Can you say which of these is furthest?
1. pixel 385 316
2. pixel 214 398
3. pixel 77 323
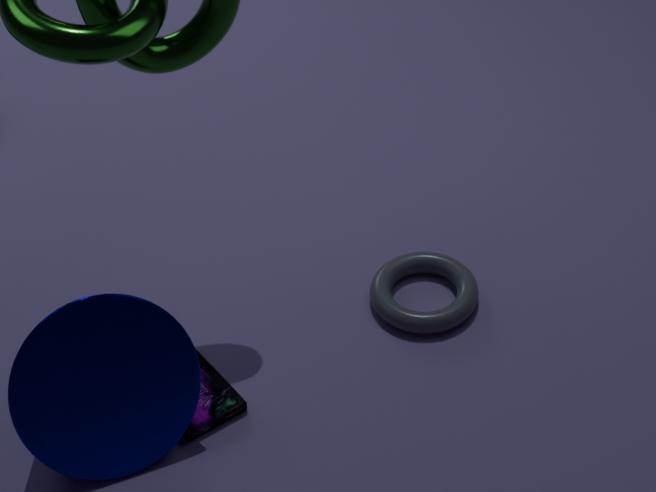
pixel 385 316
